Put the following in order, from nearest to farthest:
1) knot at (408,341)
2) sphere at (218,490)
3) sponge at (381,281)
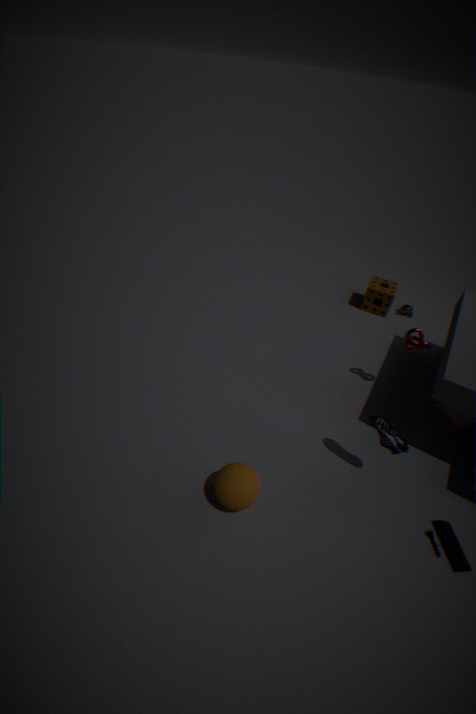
2. sphere at (218,490), 1. knot at (408,341), 3. sponge at (381,281)
